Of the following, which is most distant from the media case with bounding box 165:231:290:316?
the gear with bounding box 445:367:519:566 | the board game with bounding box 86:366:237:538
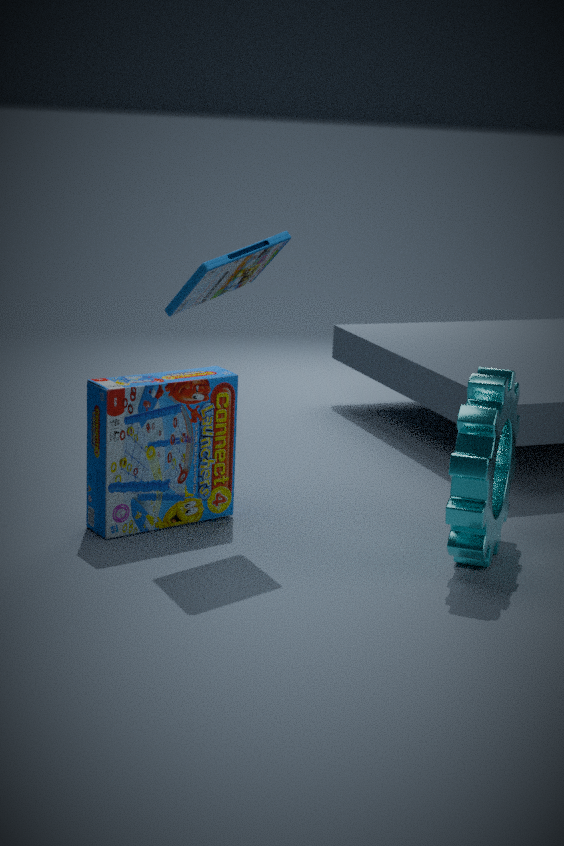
the gear with bounding box 445:367:519:566
